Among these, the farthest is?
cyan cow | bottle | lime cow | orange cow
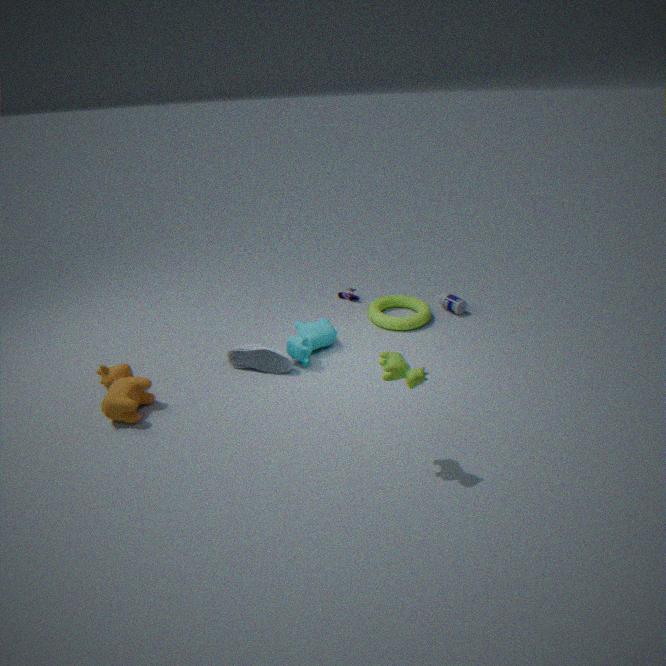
bottle
